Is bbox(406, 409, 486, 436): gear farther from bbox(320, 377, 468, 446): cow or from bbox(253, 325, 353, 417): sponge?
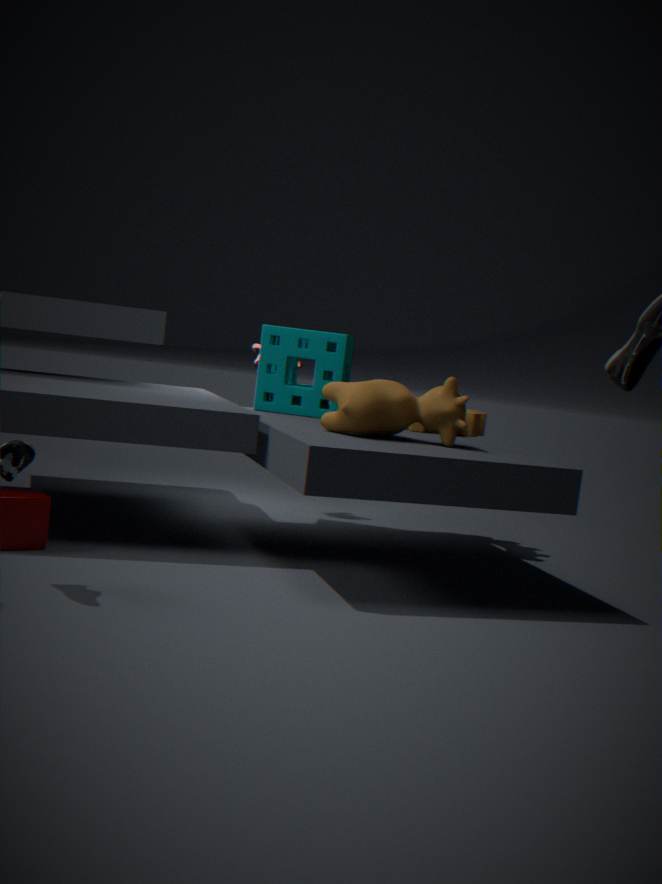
bbox(320, 377, 468, 446): cow
